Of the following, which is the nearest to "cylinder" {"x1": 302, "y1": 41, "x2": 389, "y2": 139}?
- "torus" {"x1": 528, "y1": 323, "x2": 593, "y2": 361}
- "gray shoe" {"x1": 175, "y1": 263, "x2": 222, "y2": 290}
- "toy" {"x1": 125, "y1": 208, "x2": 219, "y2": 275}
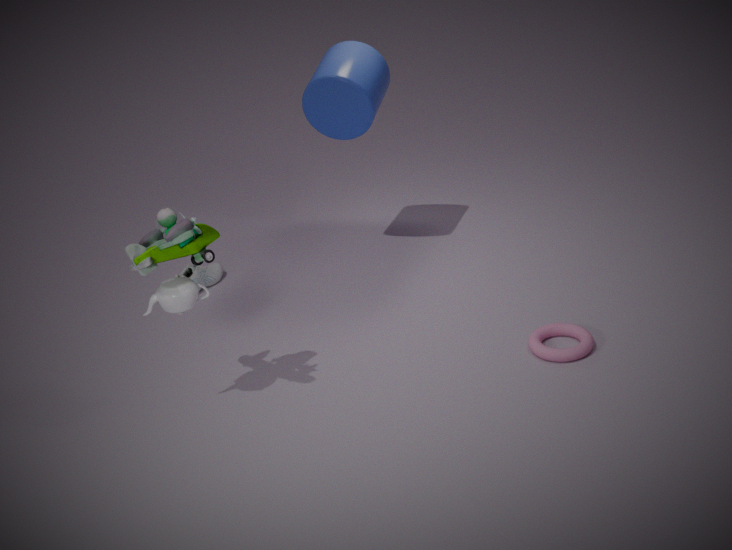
"gray shoe" {"x1": 175, "y1": 263, "x2": 222, "y2": 290}
